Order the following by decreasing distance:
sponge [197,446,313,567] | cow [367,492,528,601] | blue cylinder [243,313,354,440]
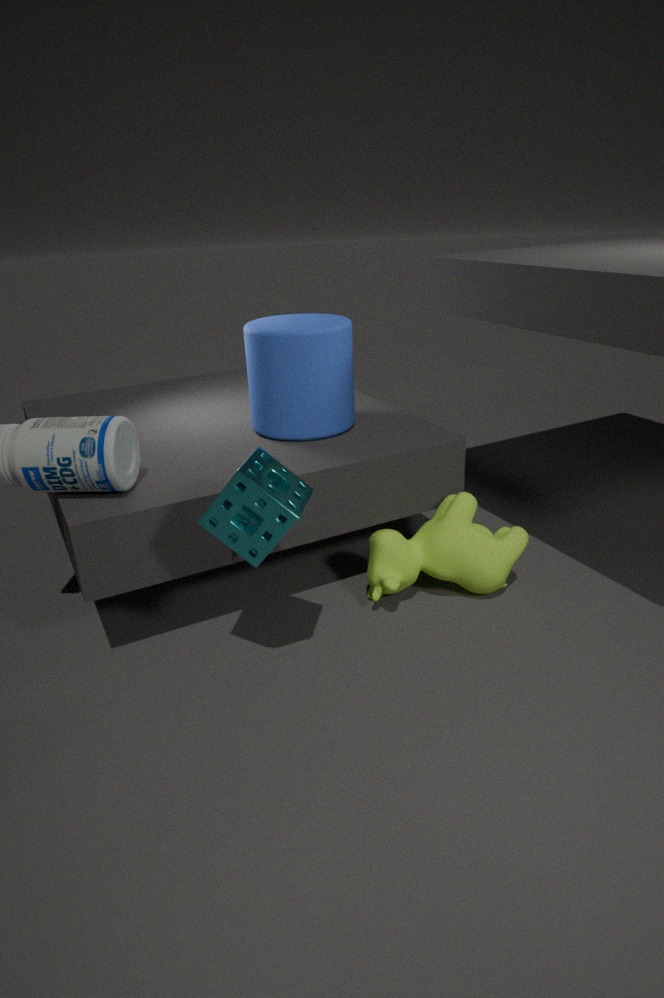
1. blue cylinder [243,313,354,440]
2. cow [367,492,528,601]
3. sponge [197,446,313,567]
